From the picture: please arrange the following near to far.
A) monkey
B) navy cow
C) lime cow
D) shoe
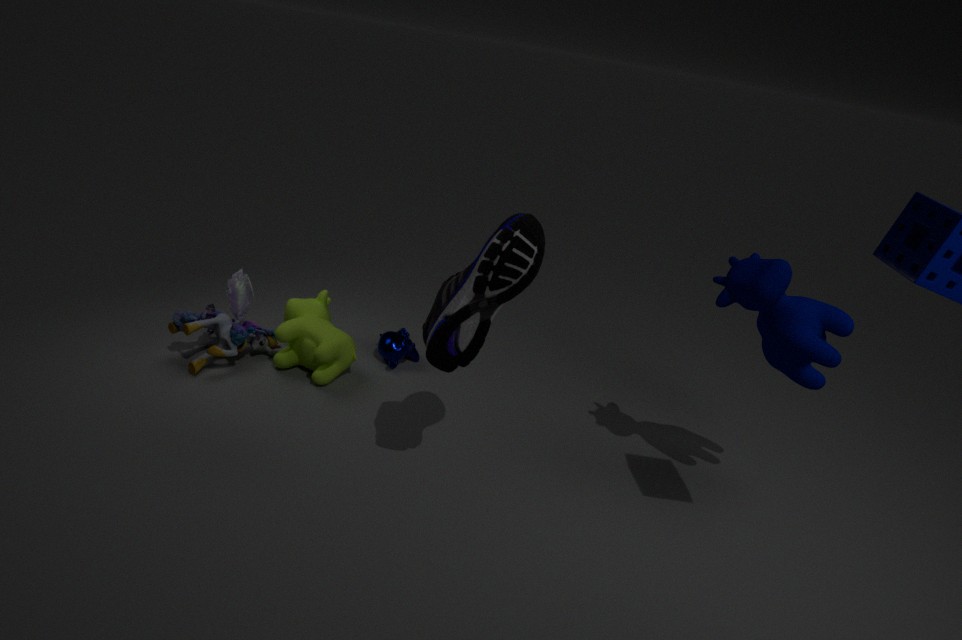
shoe, navy cow, lime cow, monkey
